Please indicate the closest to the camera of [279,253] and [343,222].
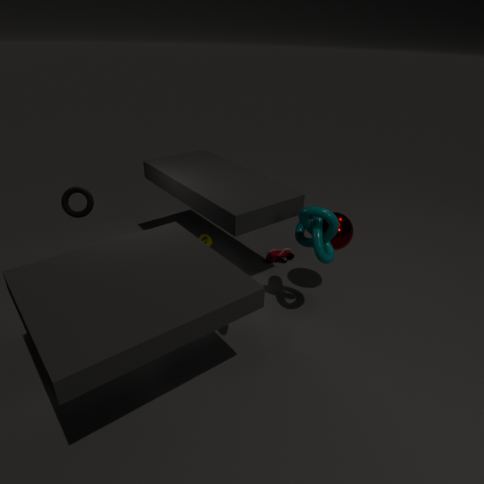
[343,222]
